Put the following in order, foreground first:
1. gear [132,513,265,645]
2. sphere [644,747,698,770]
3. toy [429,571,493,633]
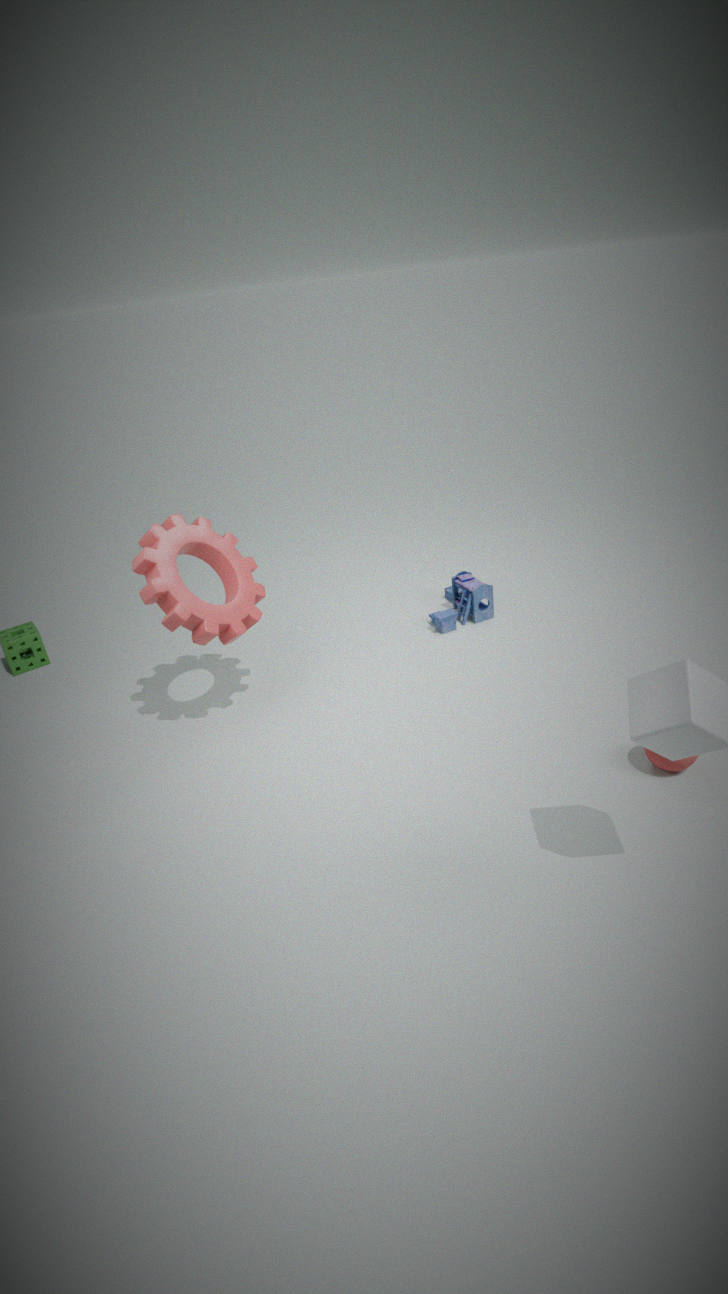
1. sphere [644,747,698,770]
2. gear [132,513,265,645]
3. toy [429,571,493,633]
